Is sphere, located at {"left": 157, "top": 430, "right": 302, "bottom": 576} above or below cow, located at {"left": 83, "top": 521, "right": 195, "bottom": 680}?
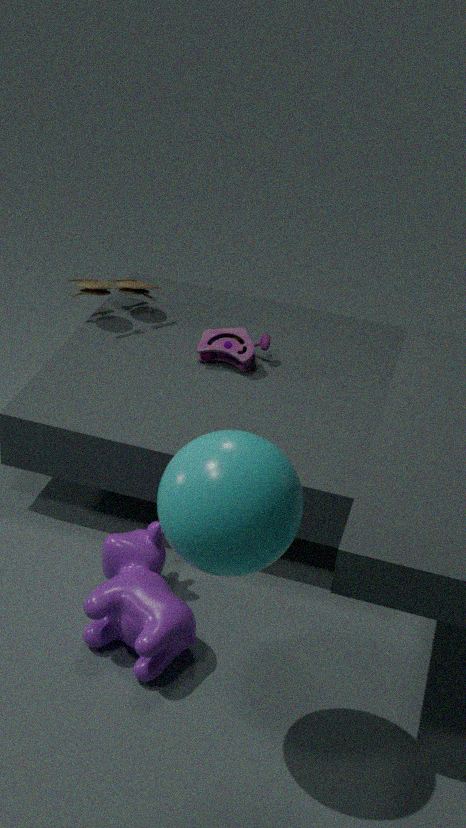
above
